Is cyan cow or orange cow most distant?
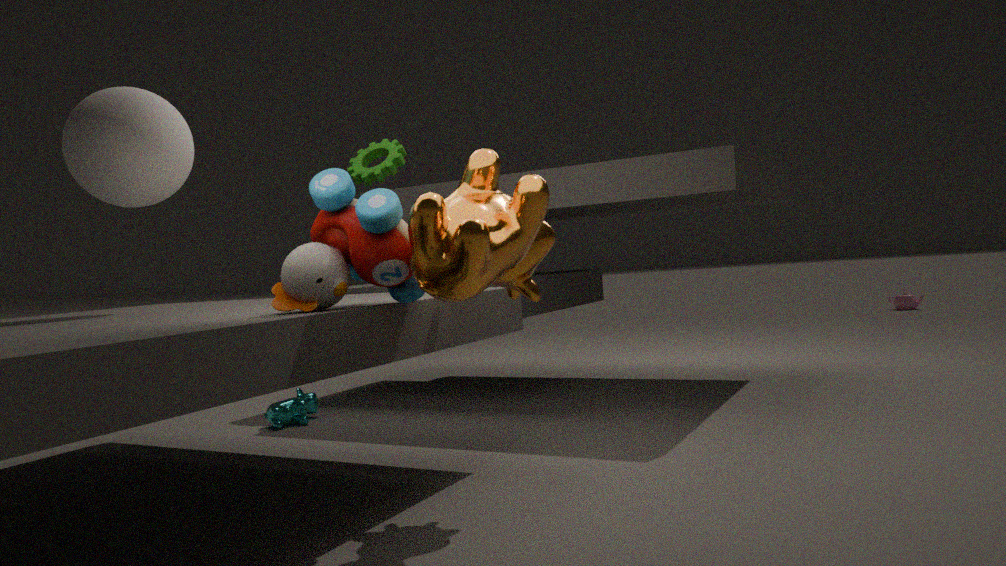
cyan cow
